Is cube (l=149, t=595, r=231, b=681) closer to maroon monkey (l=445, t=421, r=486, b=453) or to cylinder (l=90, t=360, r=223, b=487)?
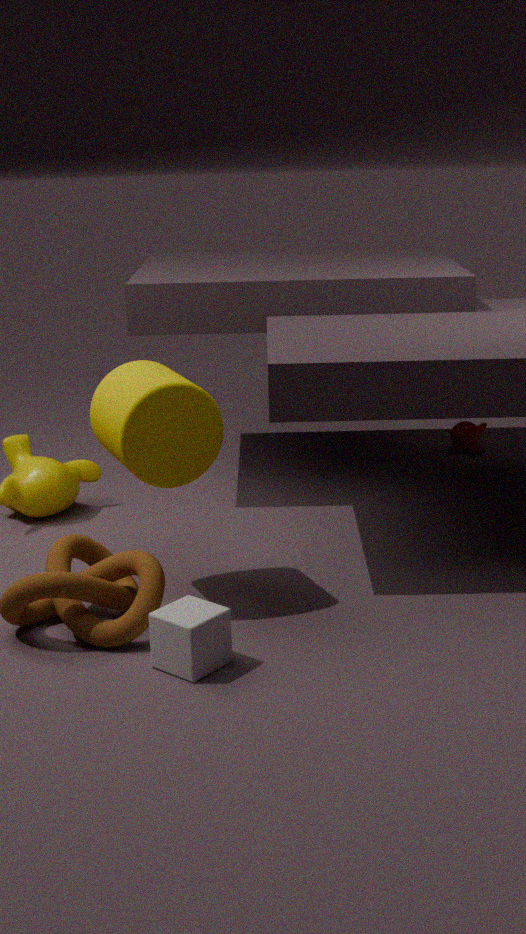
cylinder (l=90, t=360, r=223, b=487)
